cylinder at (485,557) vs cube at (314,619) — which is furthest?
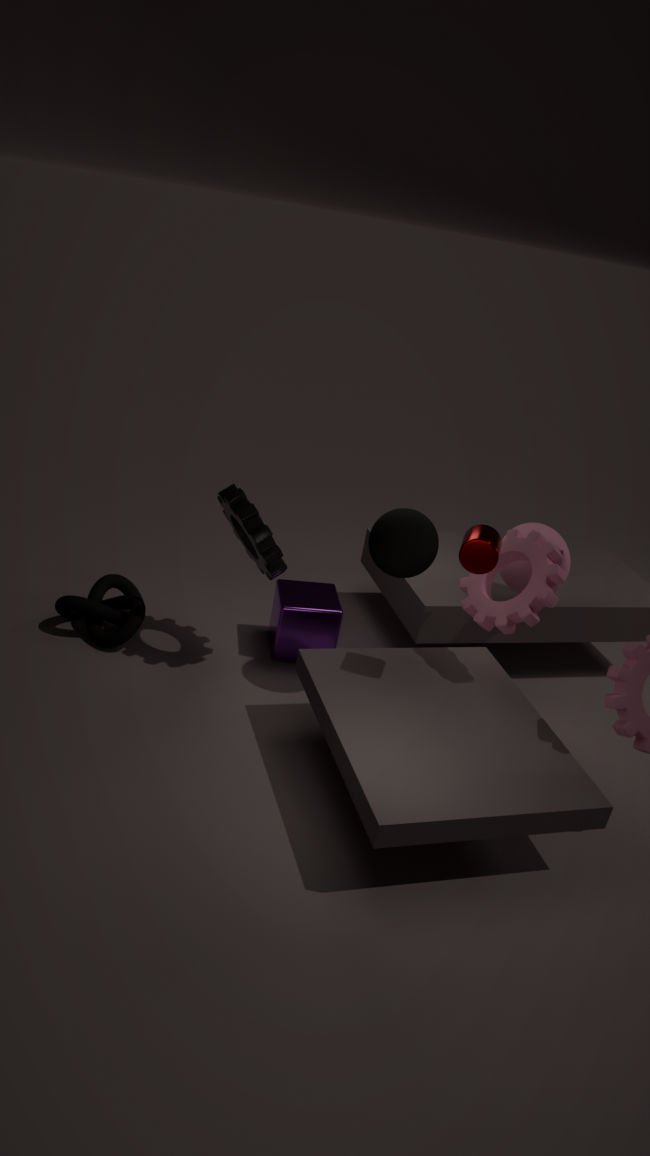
cube at (314,619)
